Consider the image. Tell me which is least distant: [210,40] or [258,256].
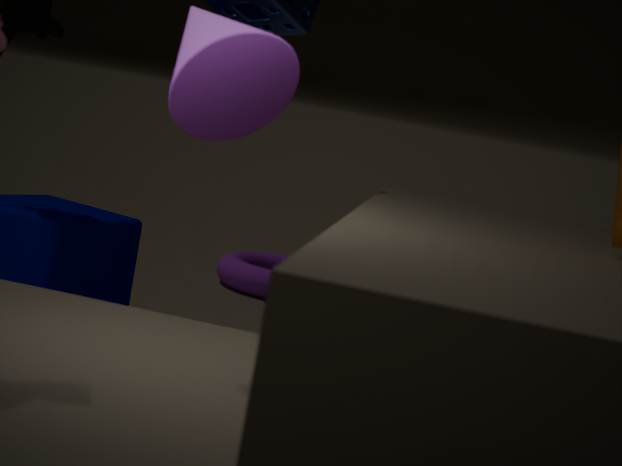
[210,40]
